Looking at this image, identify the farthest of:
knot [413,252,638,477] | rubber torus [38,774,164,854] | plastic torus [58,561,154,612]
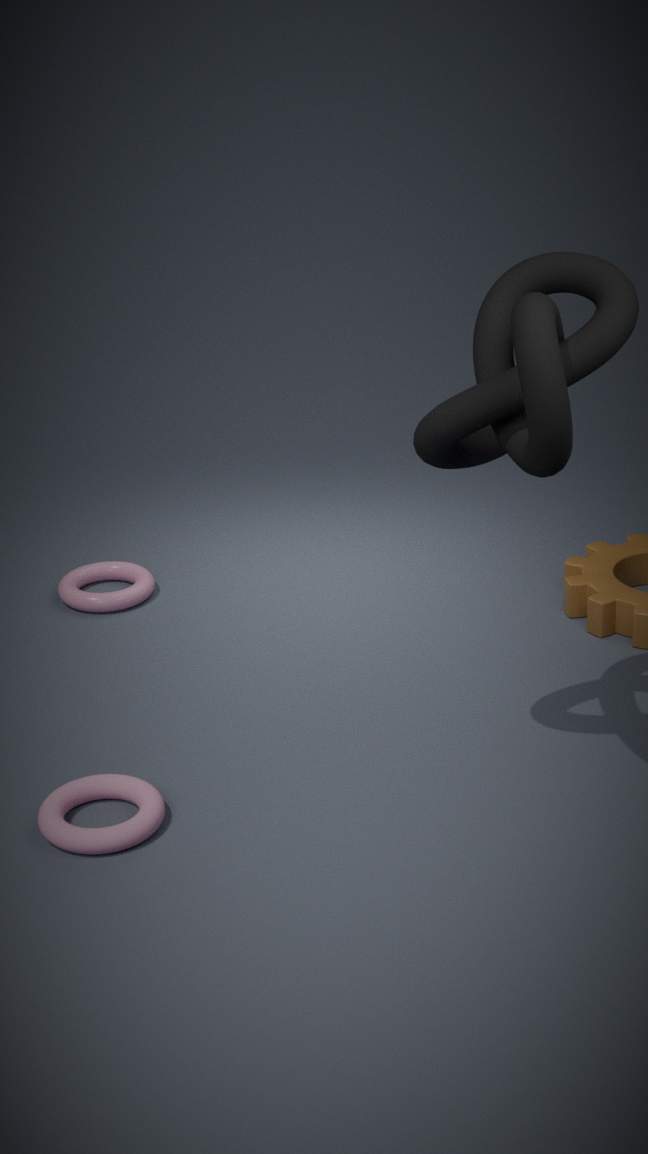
plastic torus [58,561,154,612]
